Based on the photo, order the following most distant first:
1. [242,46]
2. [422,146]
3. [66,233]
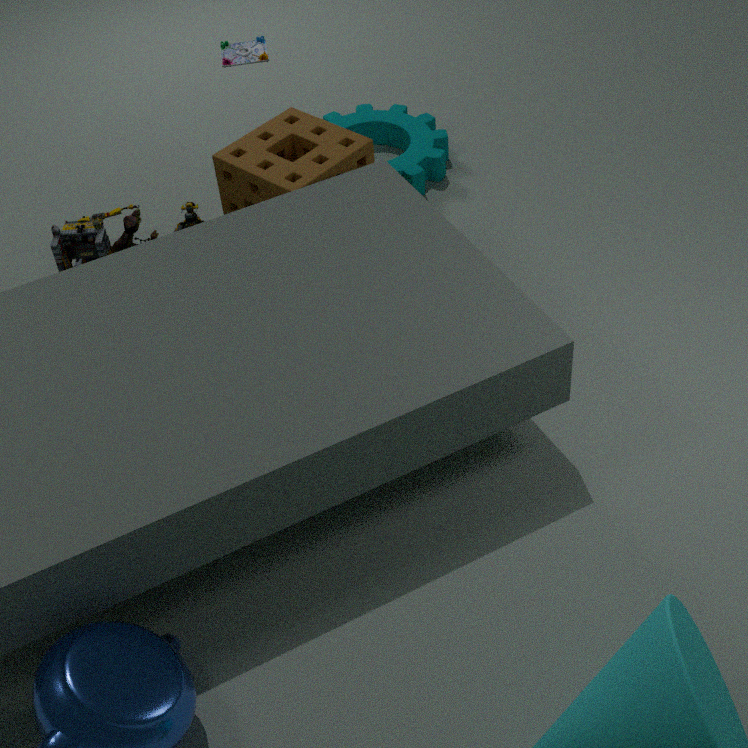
[242,46]
[422,146]
[66,233]
